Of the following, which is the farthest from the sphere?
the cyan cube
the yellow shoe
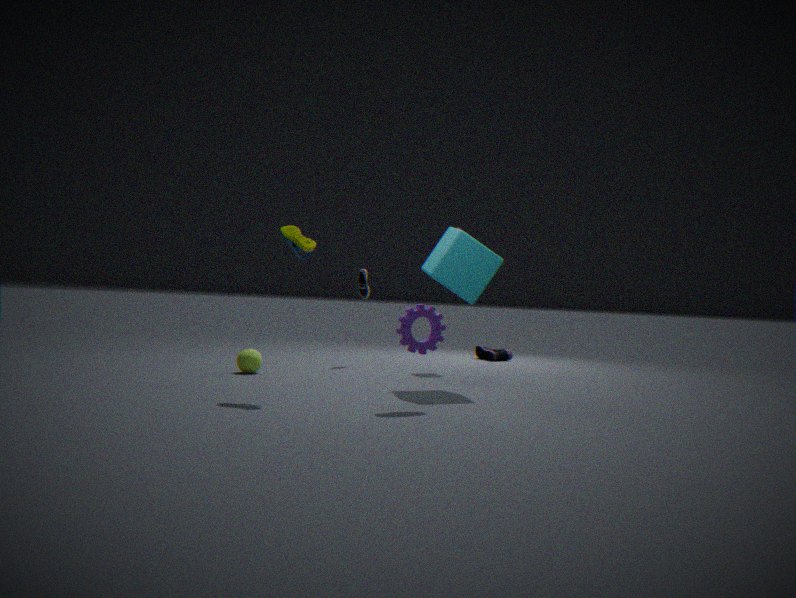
the cyan cube
